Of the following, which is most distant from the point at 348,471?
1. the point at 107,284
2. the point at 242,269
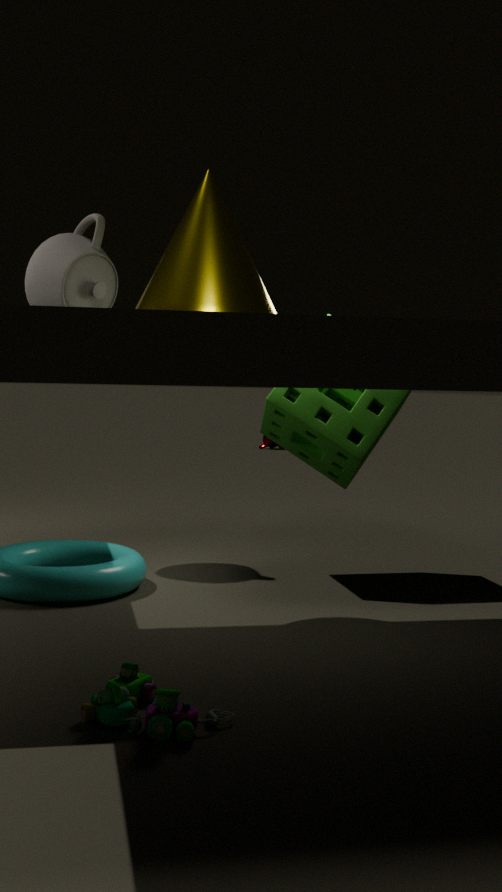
the point at 107,284
